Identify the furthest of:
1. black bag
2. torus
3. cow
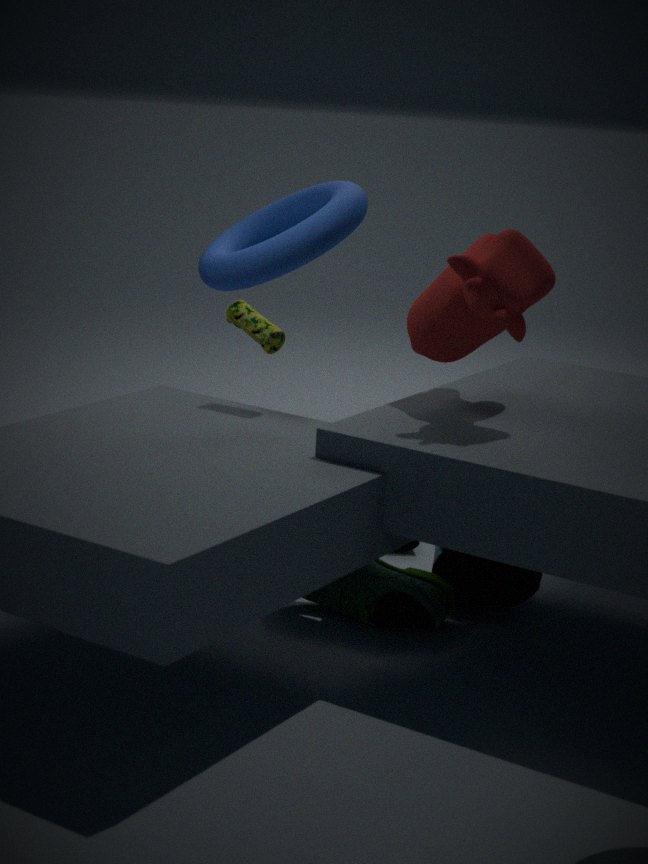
torus
